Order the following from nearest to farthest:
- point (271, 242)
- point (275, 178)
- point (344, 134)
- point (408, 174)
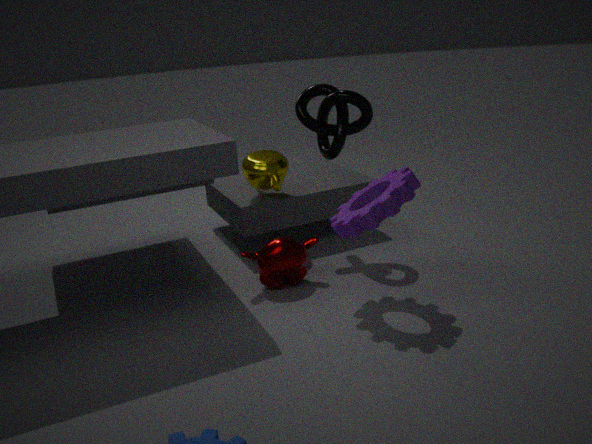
point (408, 174)
point (271, 242)
point (344, 134)
point (275, 178)
